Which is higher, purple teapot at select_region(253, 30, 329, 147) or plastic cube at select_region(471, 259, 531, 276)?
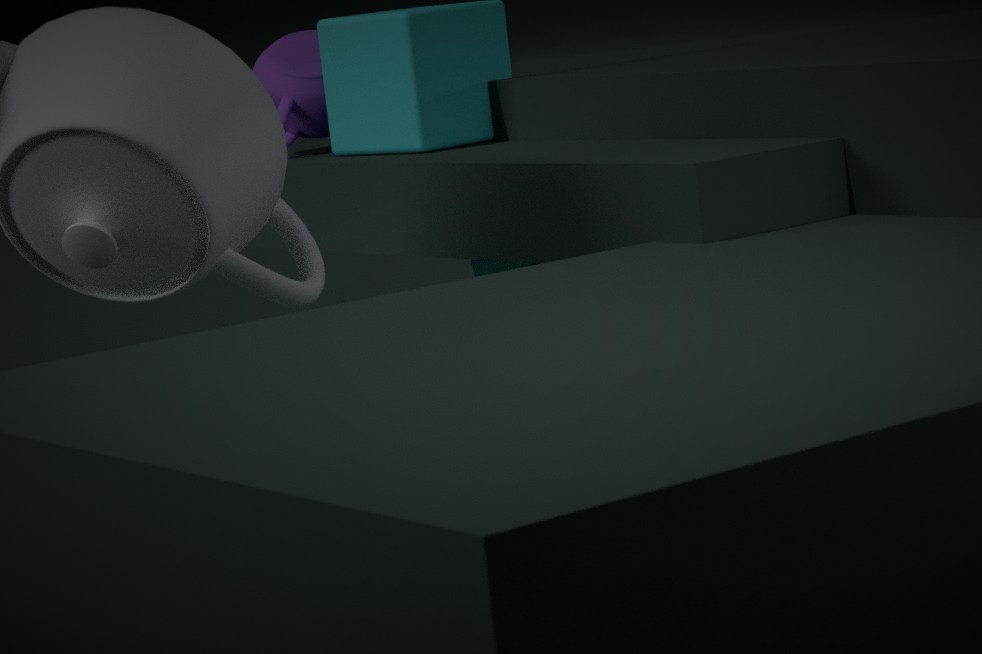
purple teapot at select_region(253, 30, 329, 147)
